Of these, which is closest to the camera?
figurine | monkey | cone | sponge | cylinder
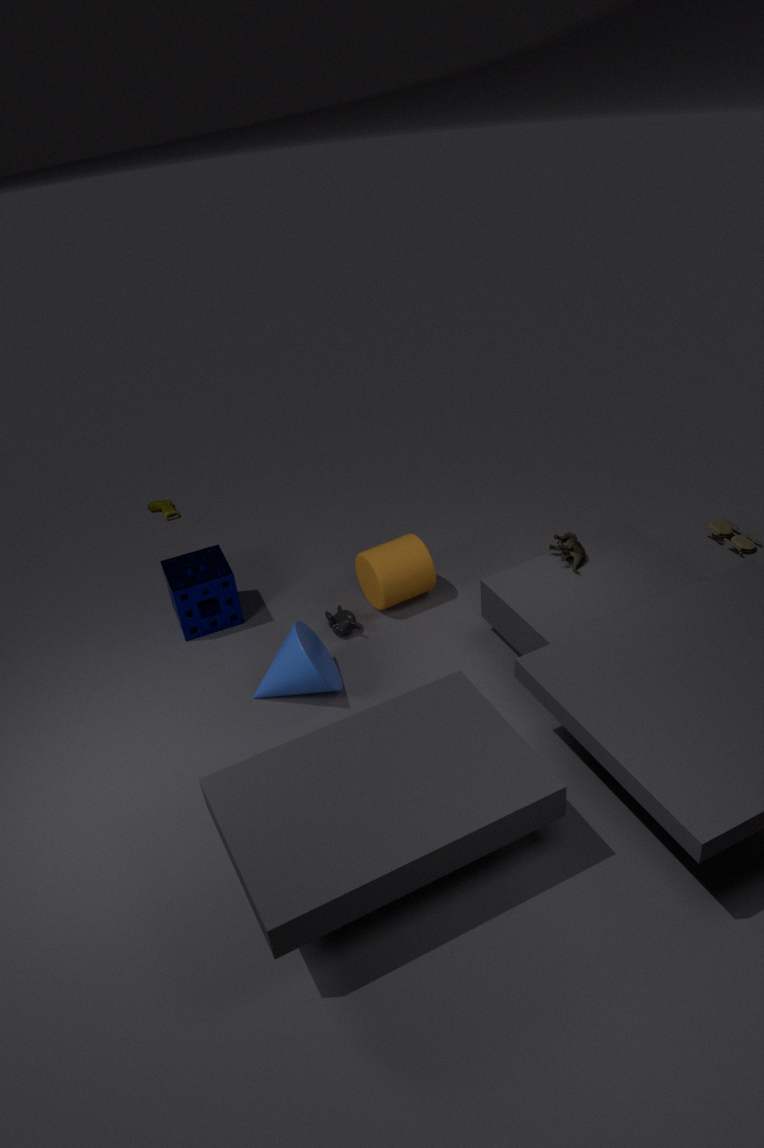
cone
